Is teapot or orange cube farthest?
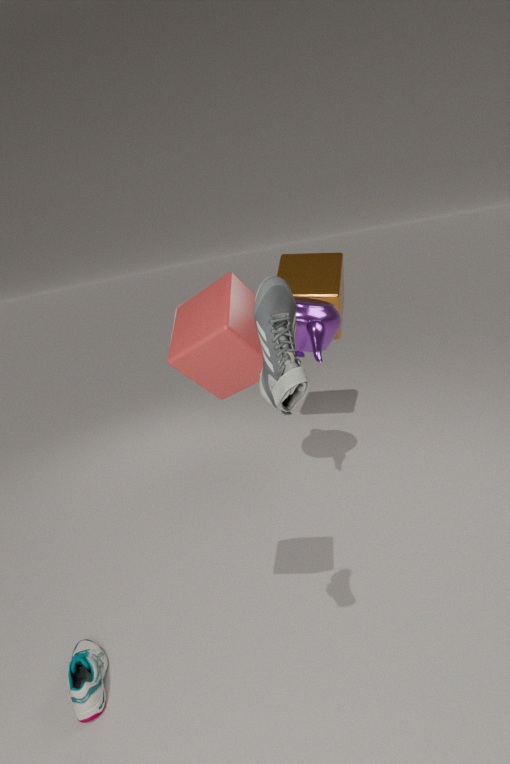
orange cube
